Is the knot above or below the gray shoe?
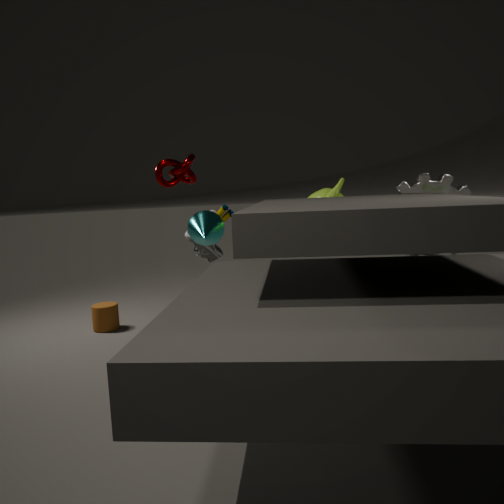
above
